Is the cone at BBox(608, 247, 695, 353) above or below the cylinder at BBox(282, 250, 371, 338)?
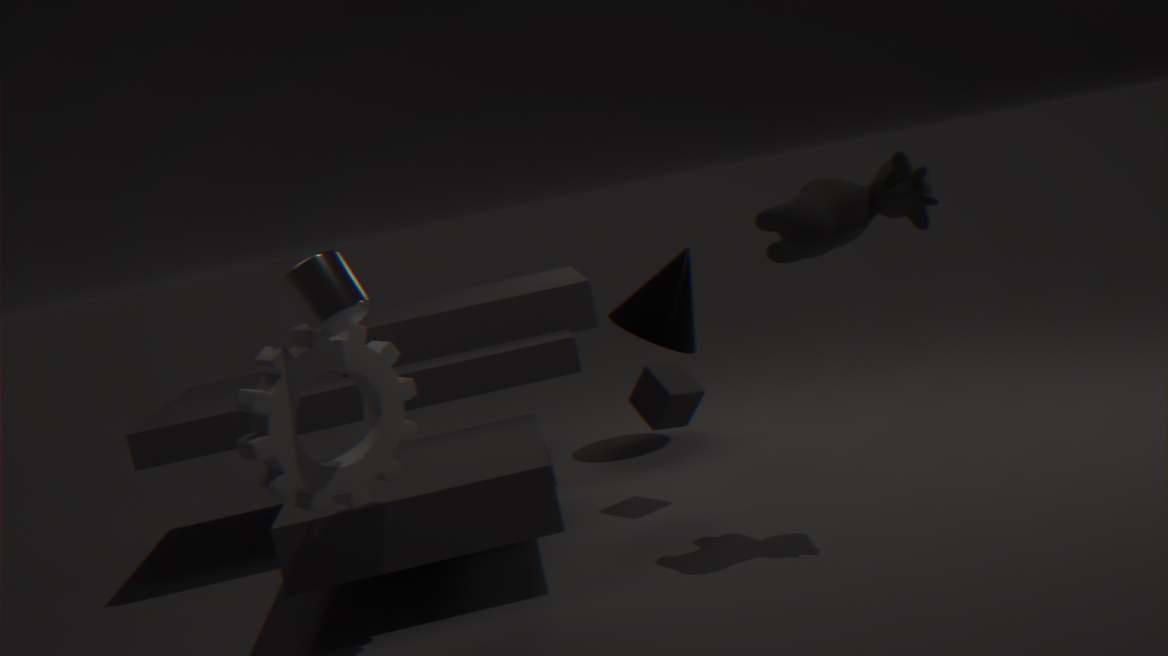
below
